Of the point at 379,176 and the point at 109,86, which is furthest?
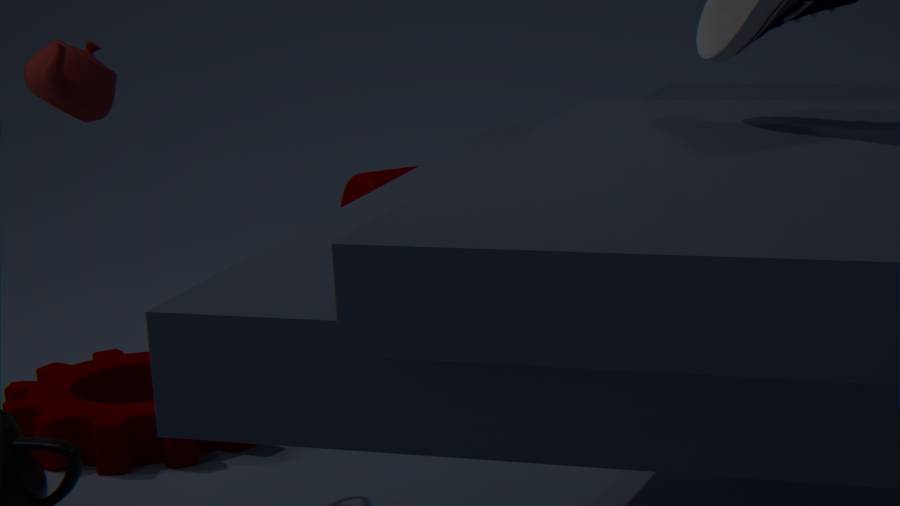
the point at 379,176
